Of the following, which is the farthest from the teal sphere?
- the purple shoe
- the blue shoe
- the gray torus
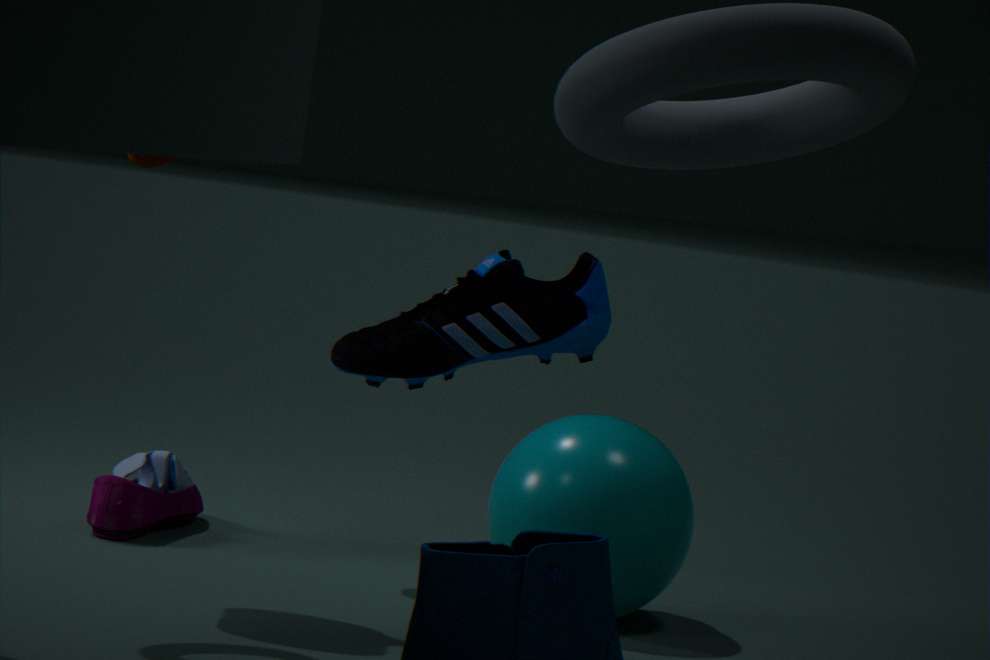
the purple shoe
